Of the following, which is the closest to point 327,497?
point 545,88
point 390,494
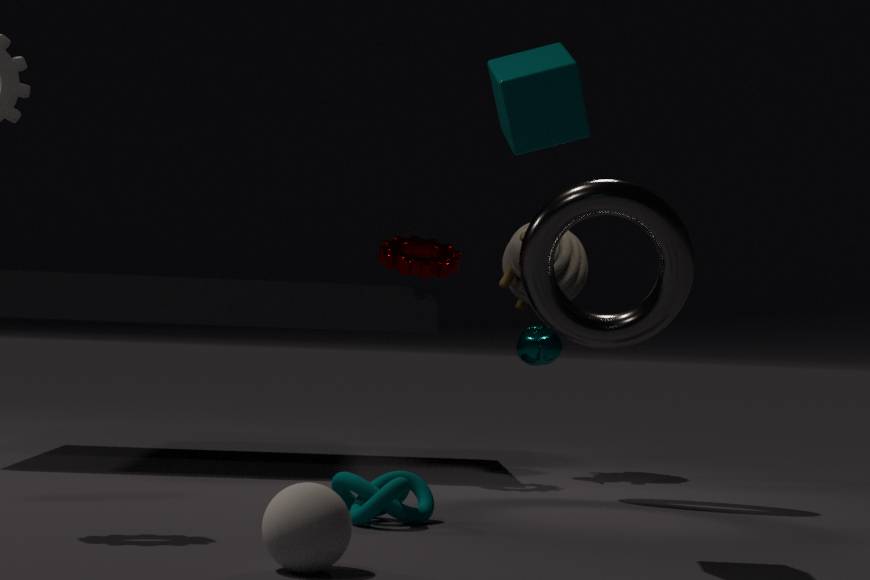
point 390,494
